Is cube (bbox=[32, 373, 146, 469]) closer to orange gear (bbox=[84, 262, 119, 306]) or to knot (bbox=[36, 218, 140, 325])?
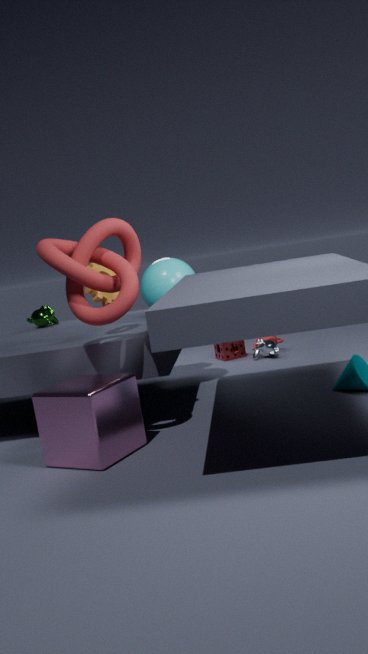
knot (bbox=[36, 218, 140, 325])
